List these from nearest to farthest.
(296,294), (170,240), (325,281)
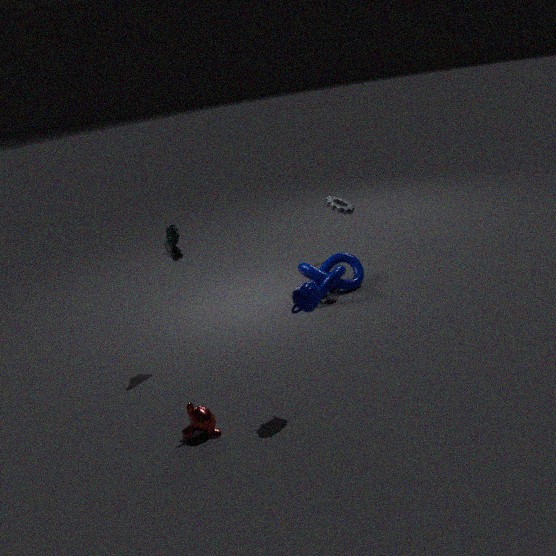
(296,294)
(170,240)
(325,281)
